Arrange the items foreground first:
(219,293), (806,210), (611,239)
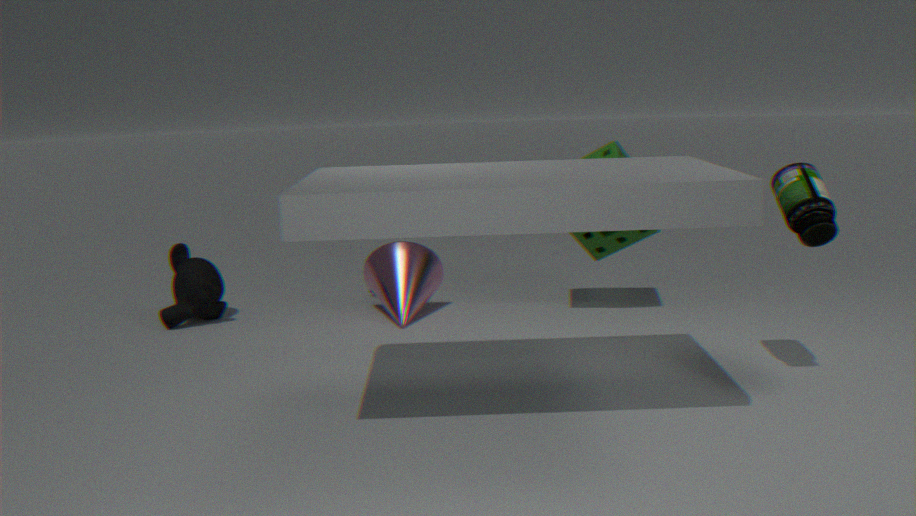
1. (806,210)
2. (611,239)
3. (219,293)
